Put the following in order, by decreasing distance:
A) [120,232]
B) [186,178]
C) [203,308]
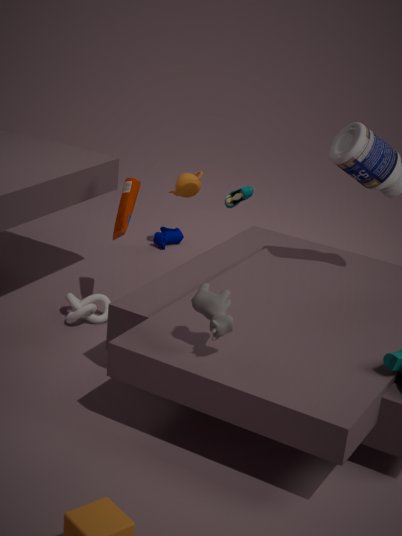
[186,178], [120,232], [203,308]
